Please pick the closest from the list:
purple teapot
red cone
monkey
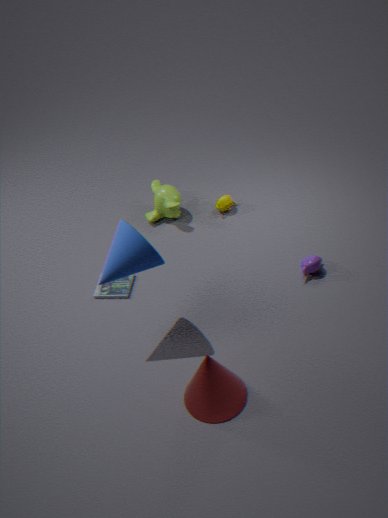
red cone
